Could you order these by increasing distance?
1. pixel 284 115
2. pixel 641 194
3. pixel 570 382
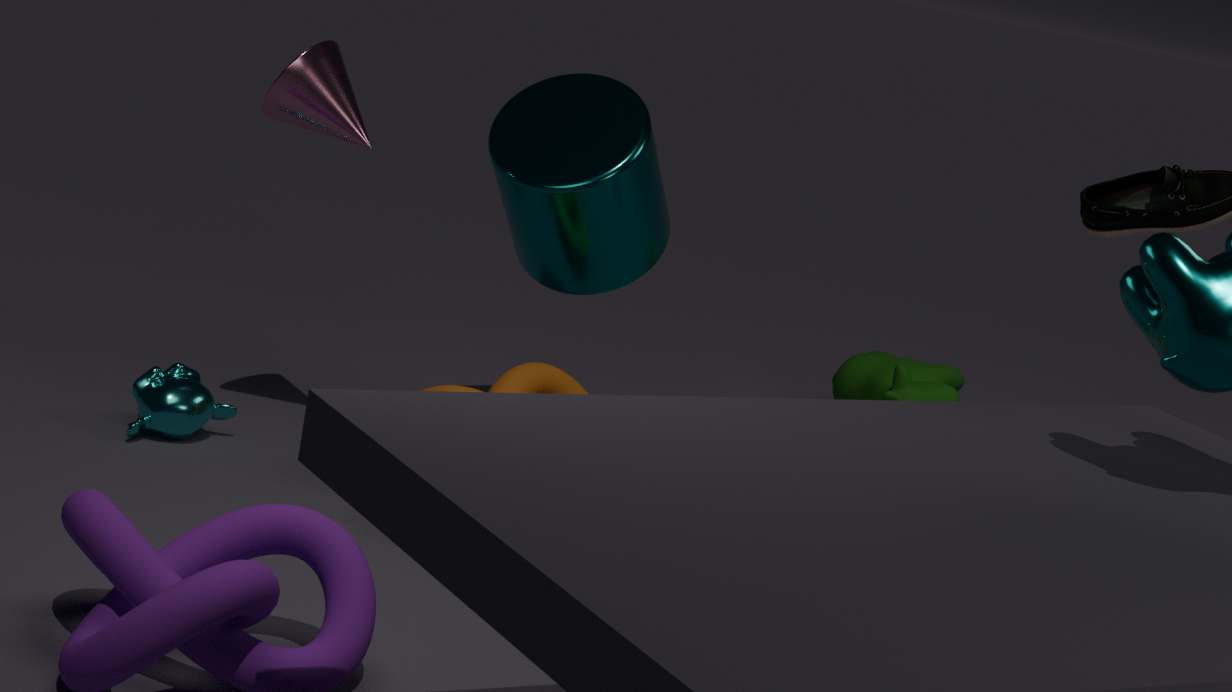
pixel 284 115
pixel 641 194
pixel 570 382
